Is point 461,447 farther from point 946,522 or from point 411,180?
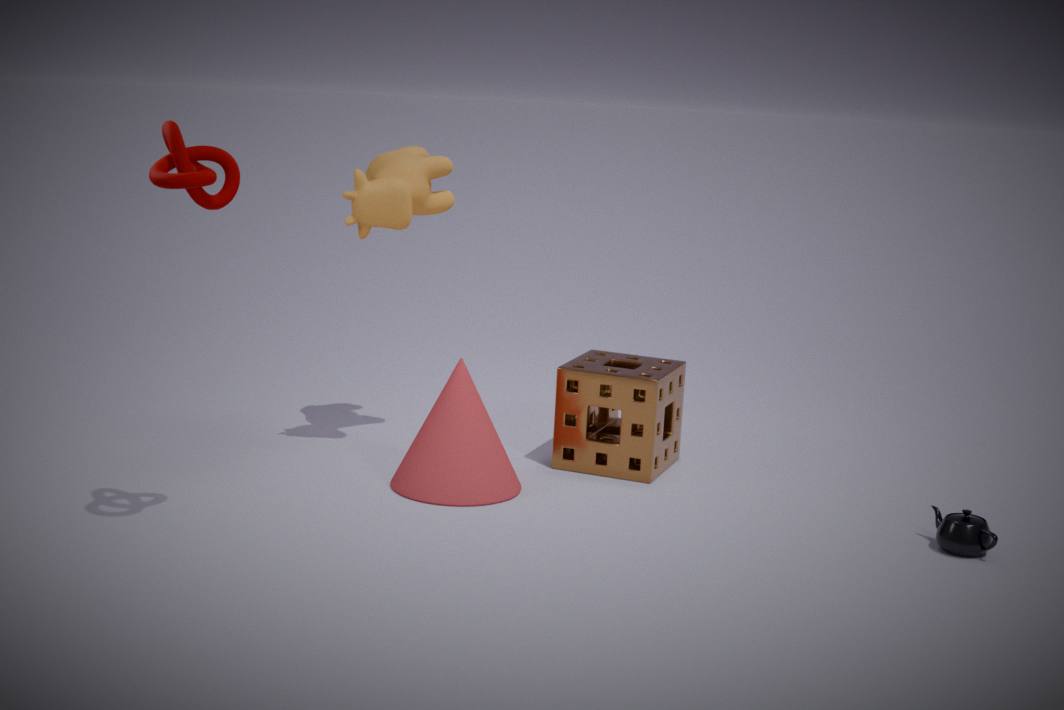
point 946,522
